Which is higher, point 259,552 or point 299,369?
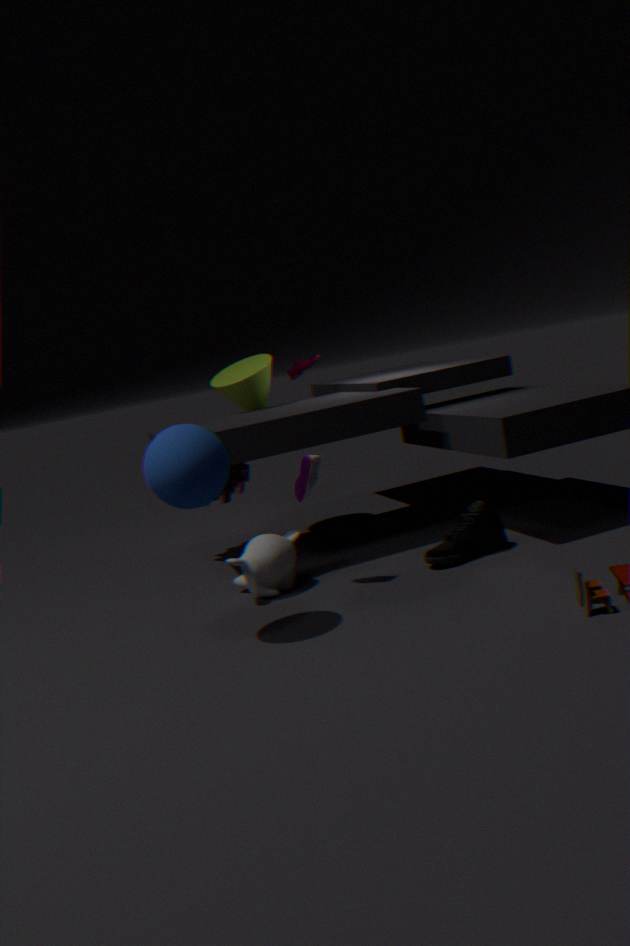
point 299,369
